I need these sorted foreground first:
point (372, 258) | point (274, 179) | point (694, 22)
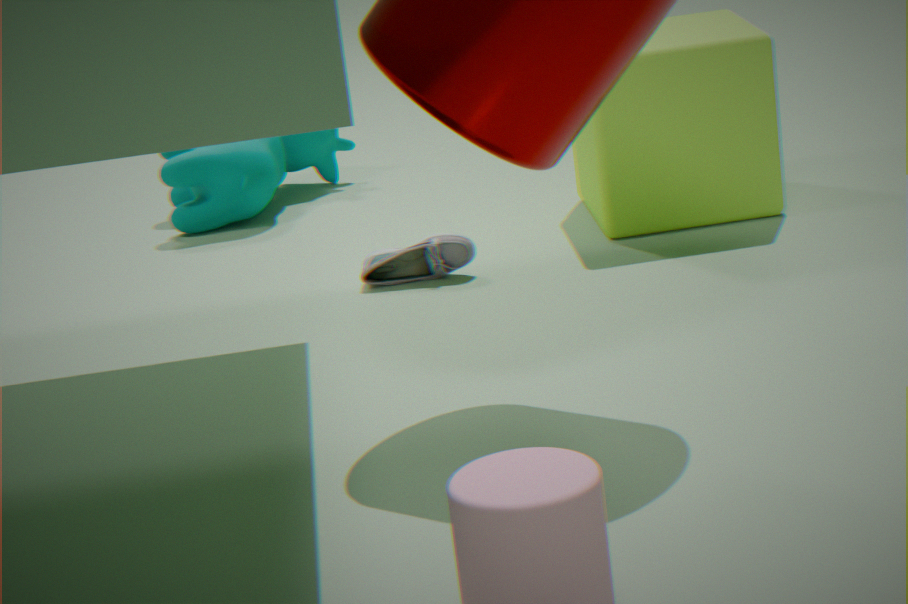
point (372, 258), point (694, 22), point (274, 179)
